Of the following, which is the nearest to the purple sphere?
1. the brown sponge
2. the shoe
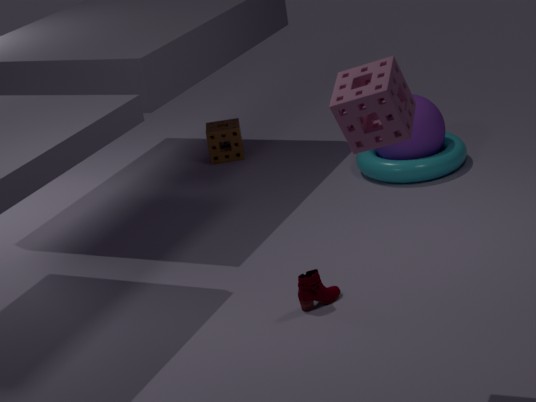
the brown sponge
